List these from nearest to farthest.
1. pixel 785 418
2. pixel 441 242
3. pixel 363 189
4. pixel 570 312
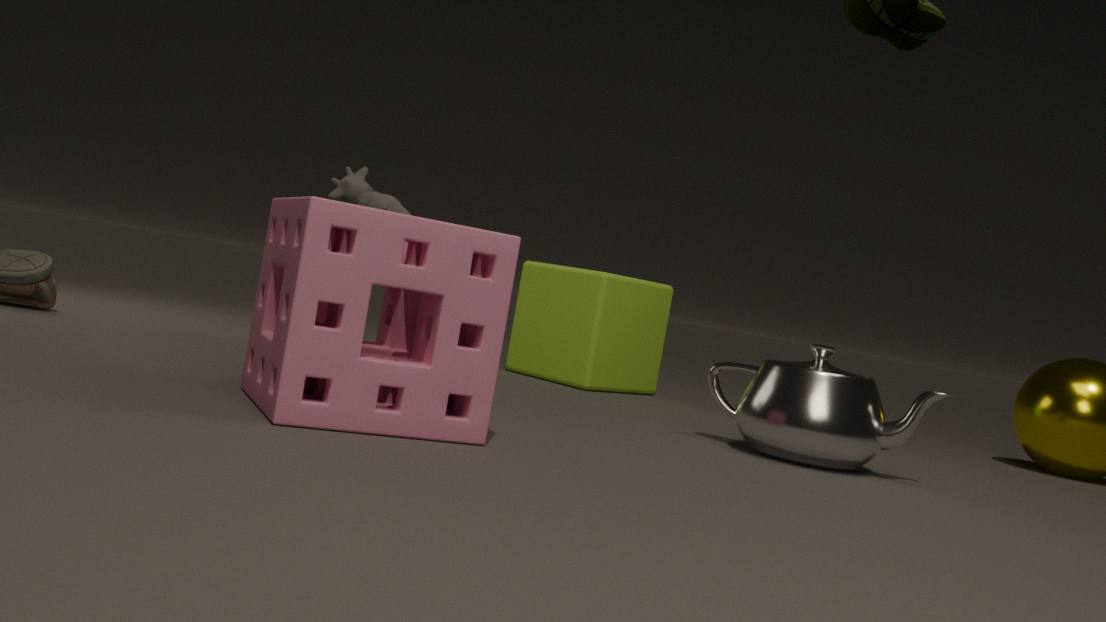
pixel 441 242 < pixel 785 418 < pixel 363 189 < pixel 570 312
